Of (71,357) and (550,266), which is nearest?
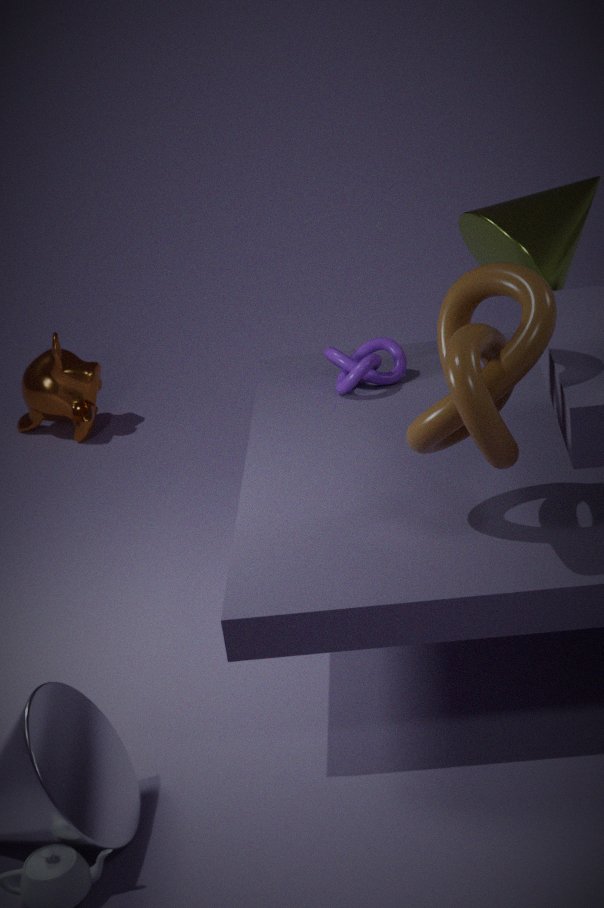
(550,266)
